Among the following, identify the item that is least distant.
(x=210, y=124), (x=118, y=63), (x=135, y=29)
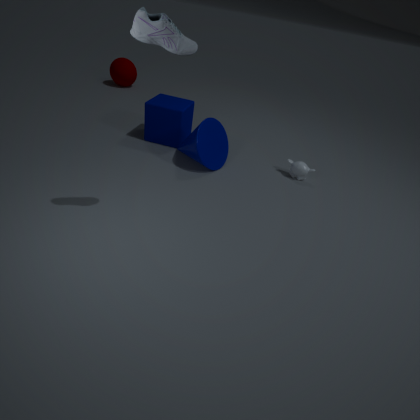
(x=135, y=29)
